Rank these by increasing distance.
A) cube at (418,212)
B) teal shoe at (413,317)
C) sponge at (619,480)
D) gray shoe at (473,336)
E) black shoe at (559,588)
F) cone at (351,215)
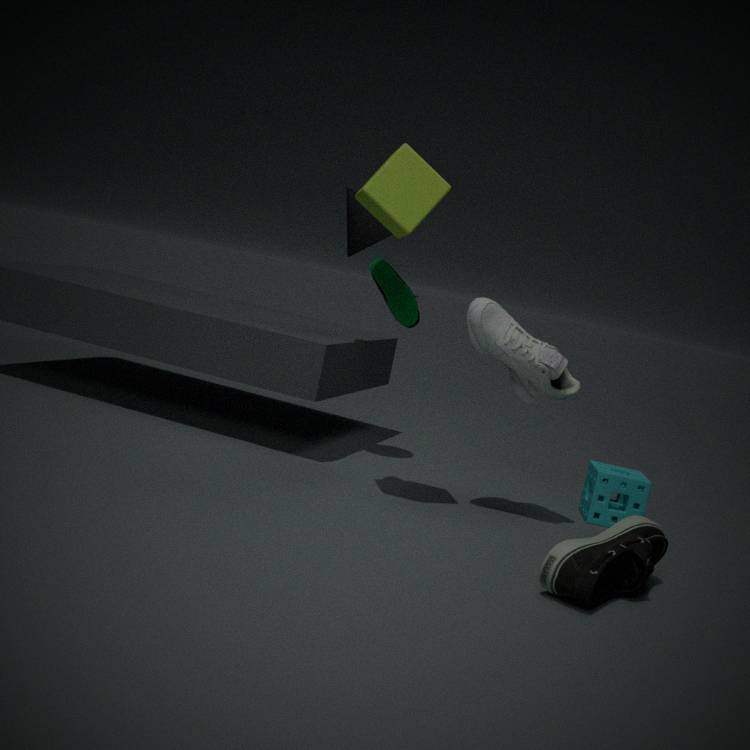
1. black shoe at (559,588)
2. cube at (418,212)
3. teal shoe at (413,317)
4. gray shoe at (473,336)
5. sponge at (619,480)
6. cone at (351,215)
